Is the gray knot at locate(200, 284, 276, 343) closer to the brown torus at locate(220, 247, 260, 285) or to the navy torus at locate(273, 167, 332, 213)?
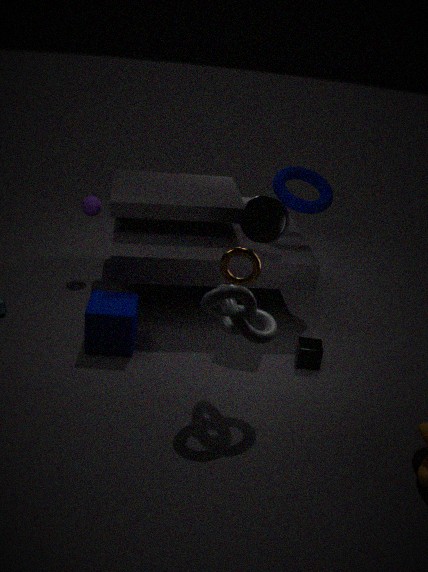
the brown torus at locate(220, 247, 260, 285)
